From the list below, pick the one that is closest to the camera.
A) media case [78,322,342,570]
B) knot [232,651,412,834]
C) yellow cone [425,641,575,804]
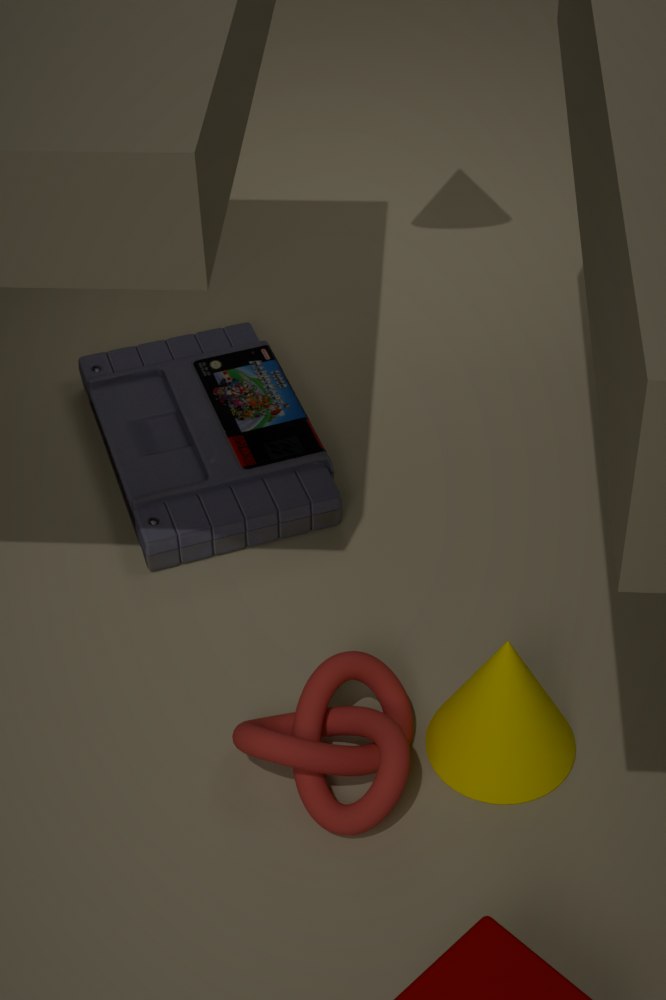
B. knot [232,651,412,834]
